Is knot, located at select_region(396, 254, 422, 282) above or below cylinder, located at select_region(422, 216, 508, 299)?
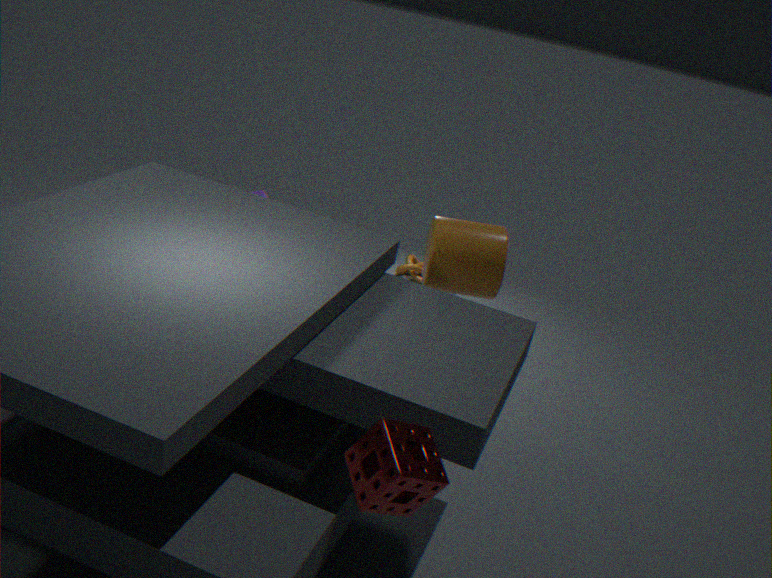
below
